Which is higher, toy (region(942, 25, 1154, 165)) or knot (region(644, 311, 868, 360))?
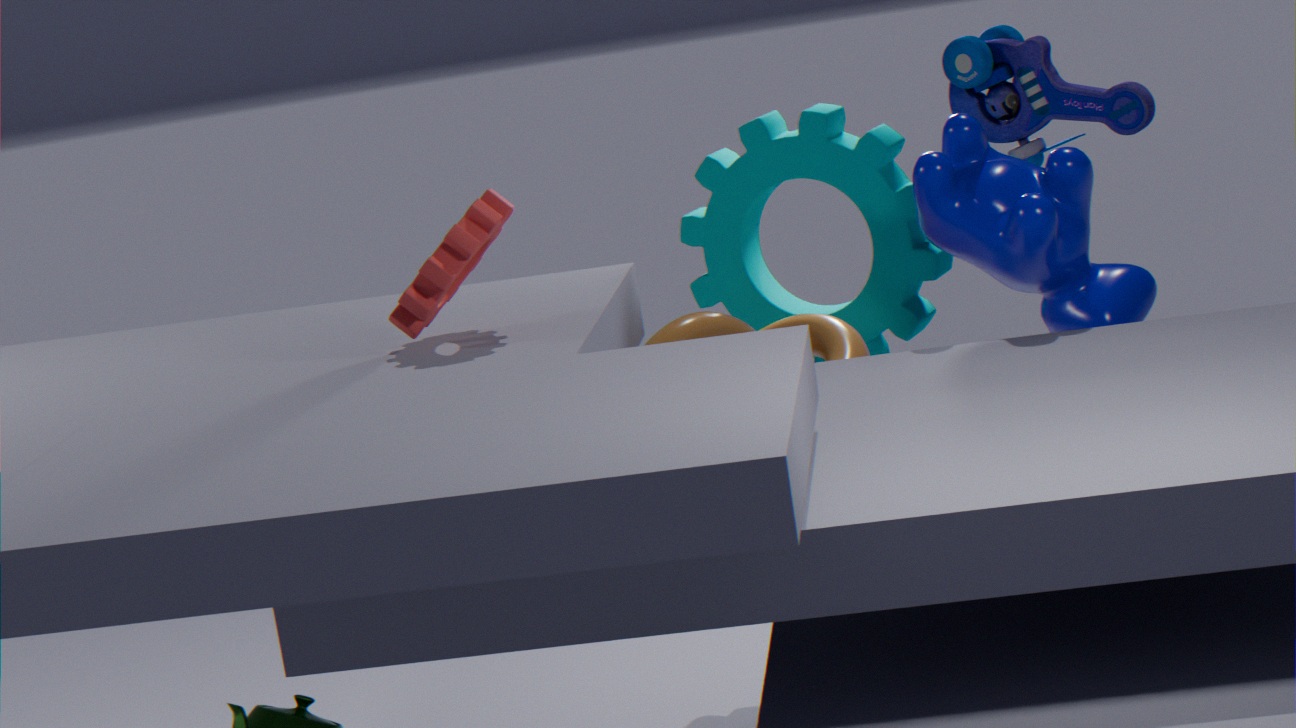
toy (region(942, 25, 1154, 165))
